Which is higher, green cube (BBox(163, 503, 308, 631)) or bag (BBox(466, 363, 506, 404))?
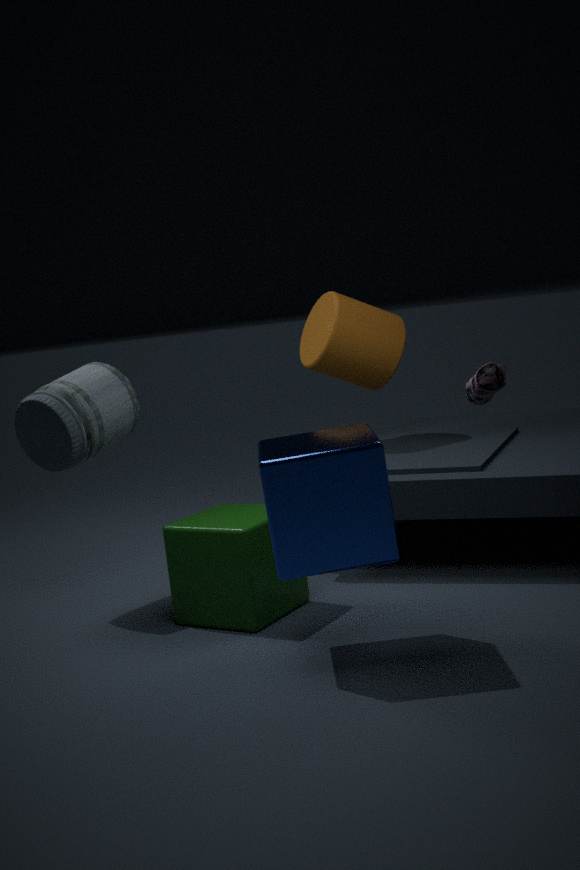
bag (BBox(466, 363, 506, 404))
